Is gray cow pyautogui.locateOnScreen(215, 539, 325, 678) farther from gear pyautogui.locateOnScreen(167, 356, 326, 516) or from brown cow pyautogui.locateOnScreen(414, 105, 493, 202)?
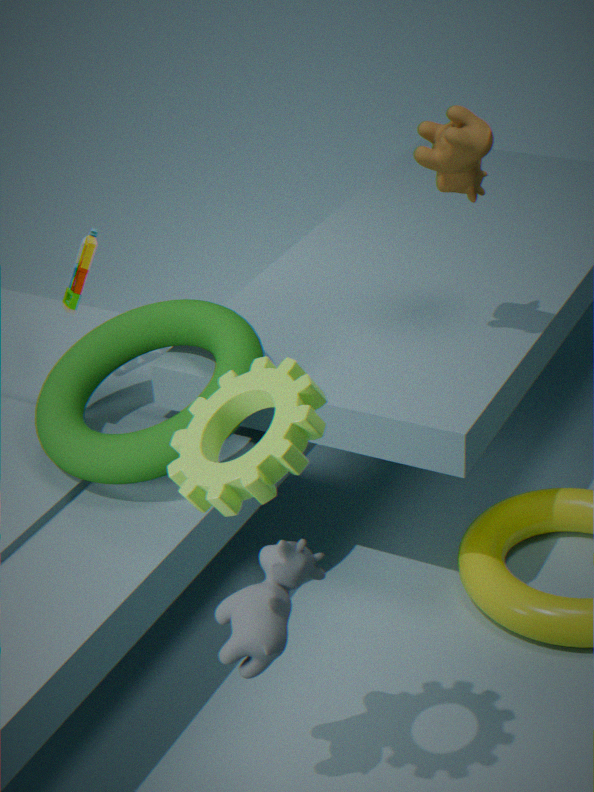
brown cow pyautogui.locateOnScreen(414, 105, 493, 202)
